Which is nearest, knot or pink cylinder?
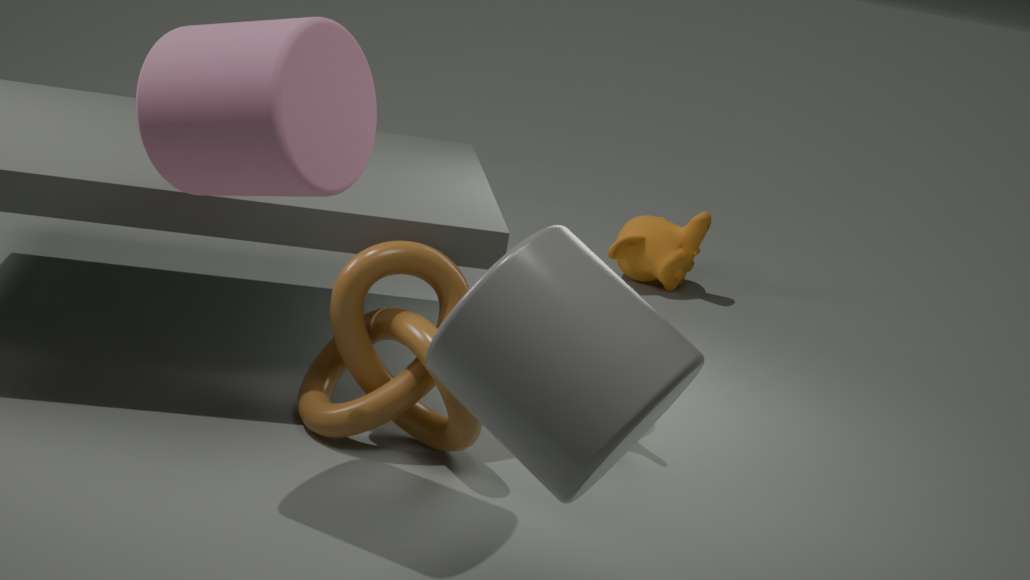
pink cylinder
